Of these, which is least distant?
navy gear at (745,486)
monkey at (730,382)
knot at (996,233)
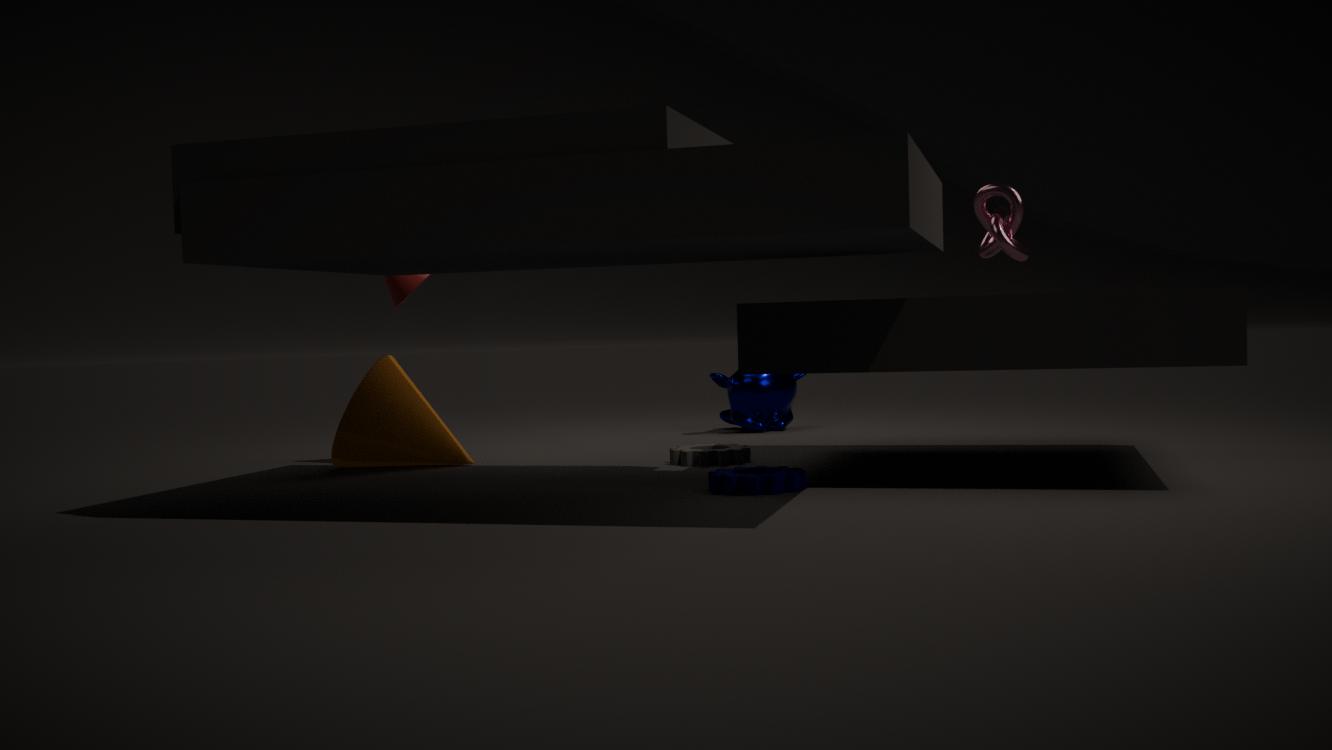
navy gear at (745,486)
